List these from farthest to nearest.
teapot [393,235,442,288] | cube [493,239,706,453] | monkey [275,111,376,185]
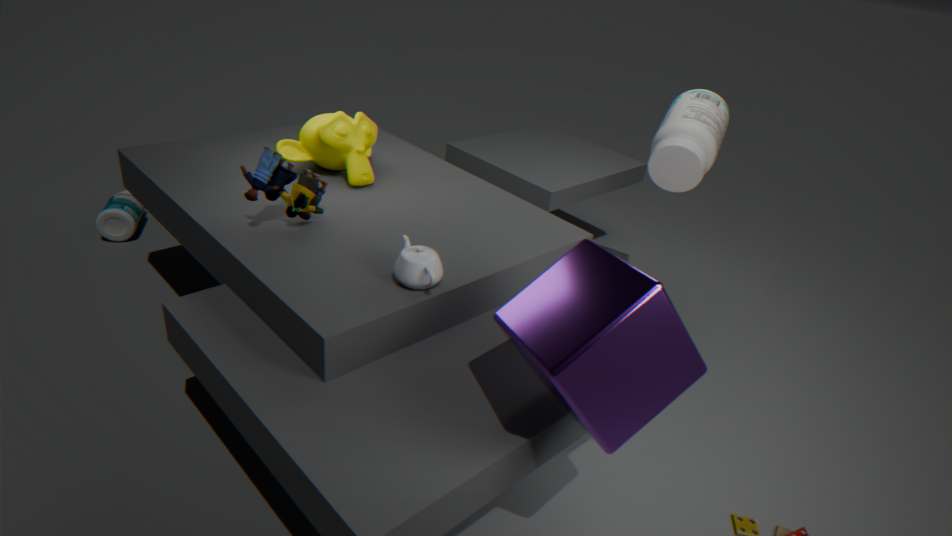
monkey [275,111,376,185] < teapot [393,235,442,288] < cube [493,239,706,453]
